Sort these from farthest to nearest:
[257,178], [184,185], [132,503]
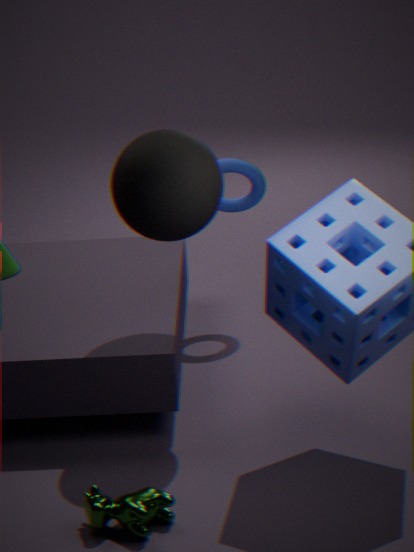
1. [257,178]
2. [184,185]
3. [132,503]
